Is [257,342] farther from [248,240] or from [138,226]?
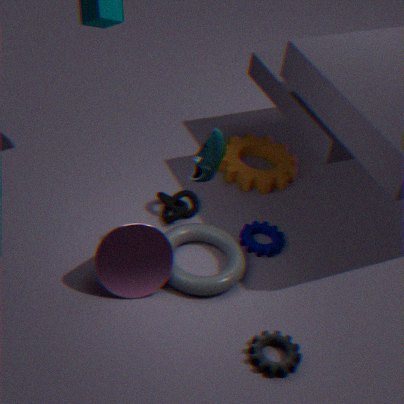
[138,226]
